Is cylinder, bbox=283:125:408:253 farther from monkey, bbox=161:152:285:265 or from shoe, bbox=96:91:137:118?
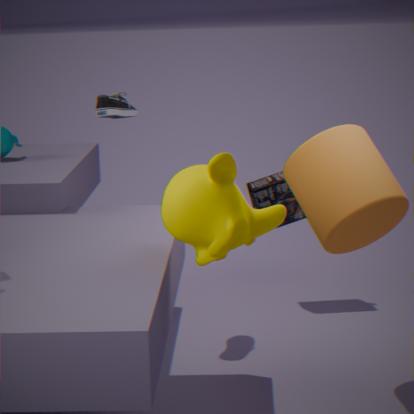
shoe, bbox=96:91:137:118
